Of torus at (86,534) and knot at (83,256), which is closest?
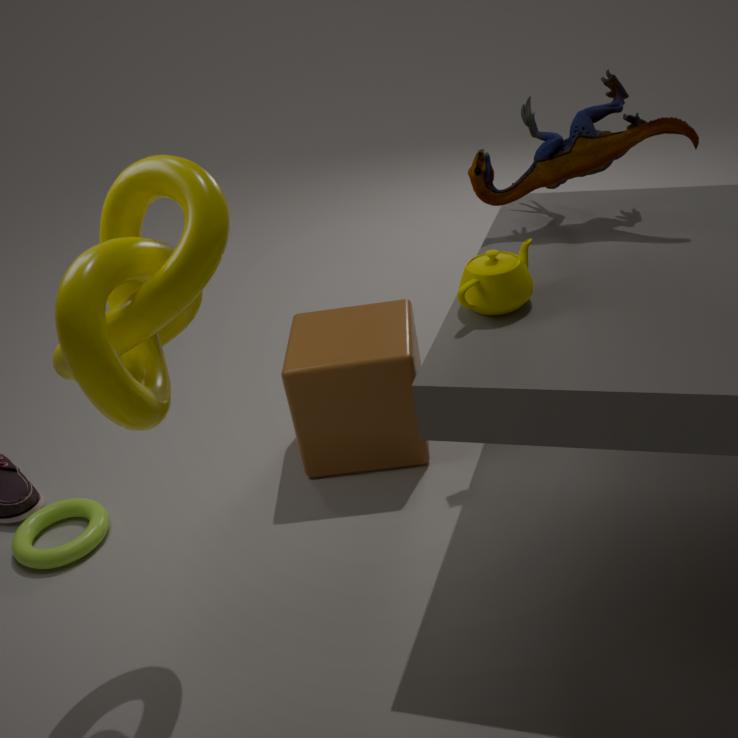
knot at (83,256)
